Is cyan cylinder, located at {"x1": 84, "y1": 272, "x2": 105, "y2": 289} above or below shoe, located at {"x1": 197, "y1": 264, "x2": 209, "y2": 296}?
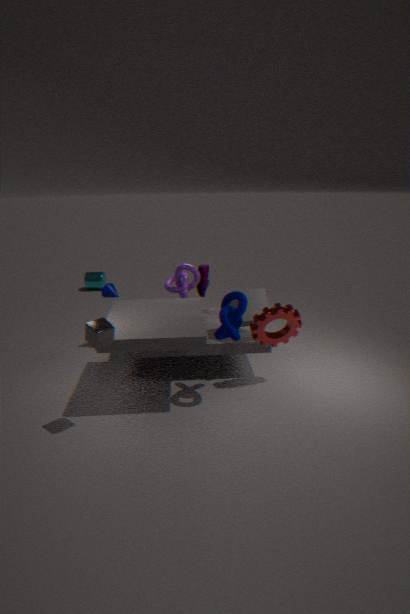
below
